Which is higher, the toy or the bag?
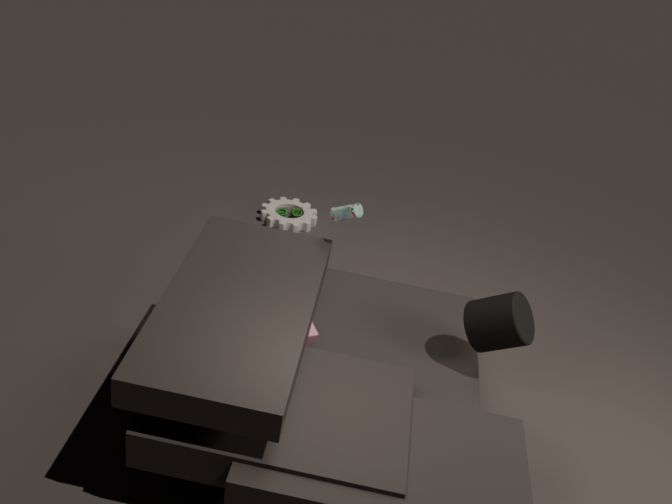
the bag
